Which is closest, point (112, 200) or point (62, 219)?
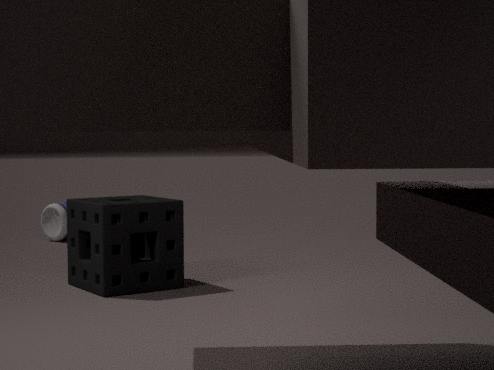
point (112, 200)
